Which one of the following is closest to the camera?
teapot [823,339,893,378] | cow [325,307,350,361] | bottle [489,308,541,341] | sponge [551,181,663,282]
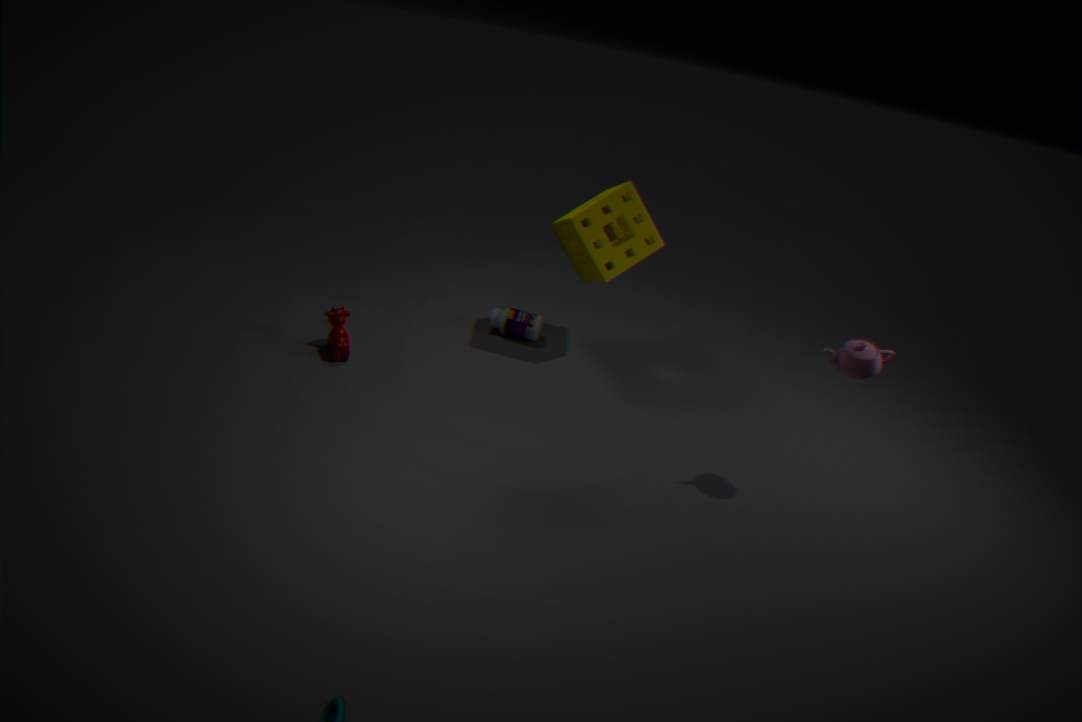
teapot [823,339,893,378]
